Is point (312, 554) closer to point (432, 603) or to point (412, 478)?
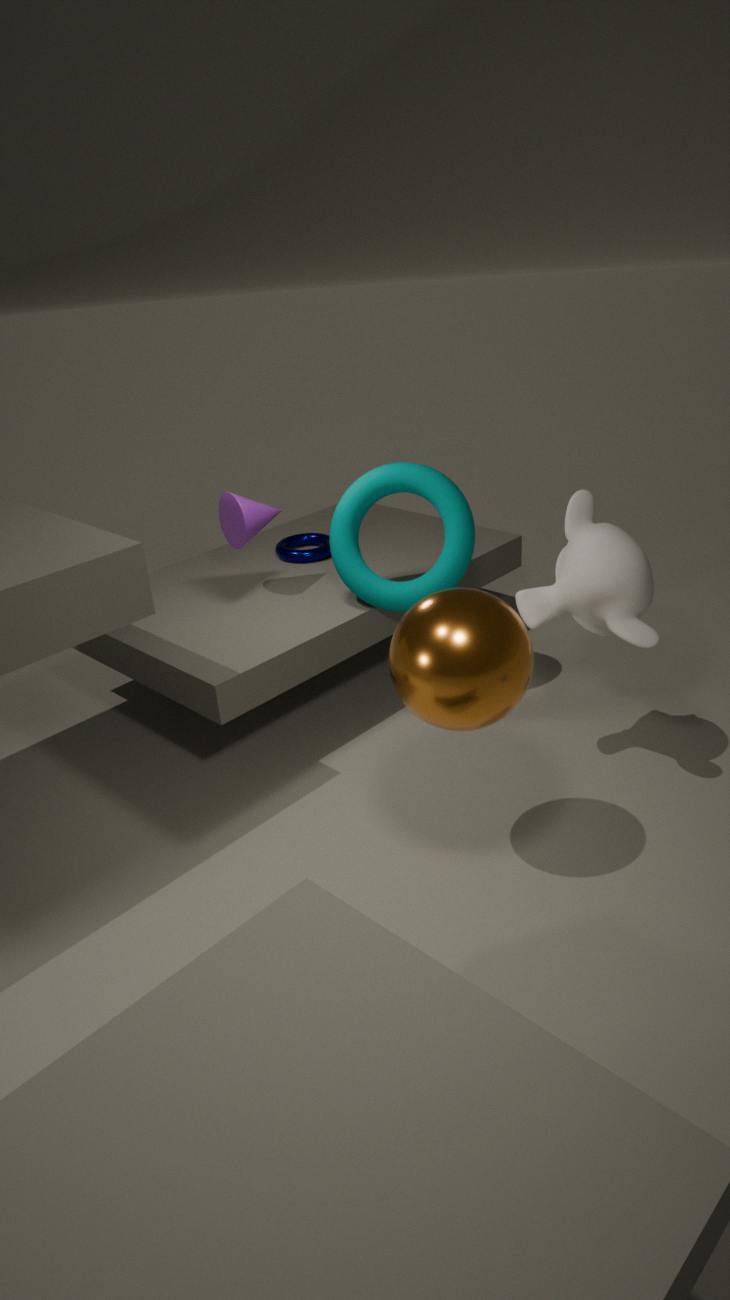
point (412, 478)
